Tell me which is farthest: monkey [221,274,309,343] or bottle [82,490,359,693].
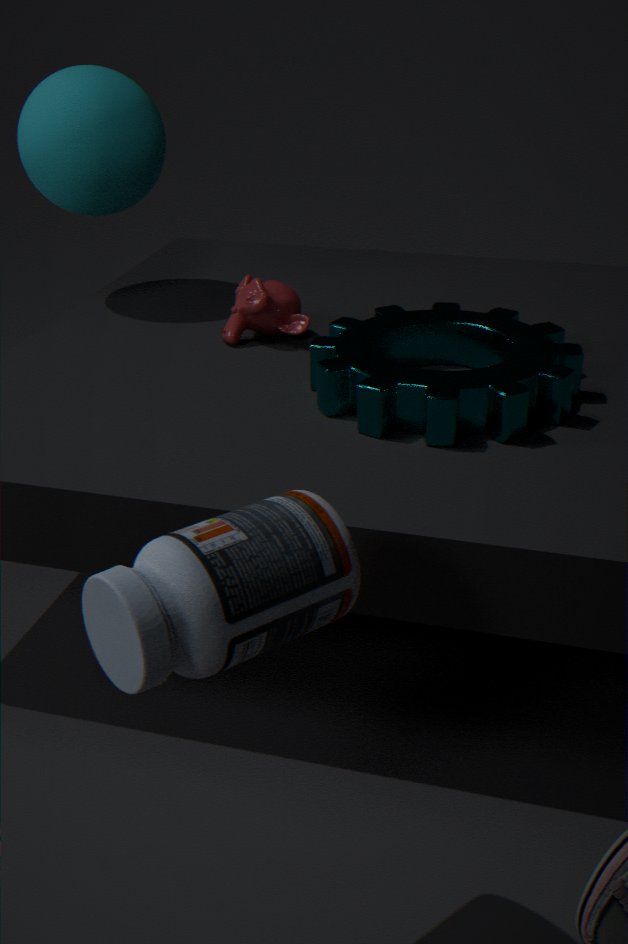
monkey [221,274,309,343]
